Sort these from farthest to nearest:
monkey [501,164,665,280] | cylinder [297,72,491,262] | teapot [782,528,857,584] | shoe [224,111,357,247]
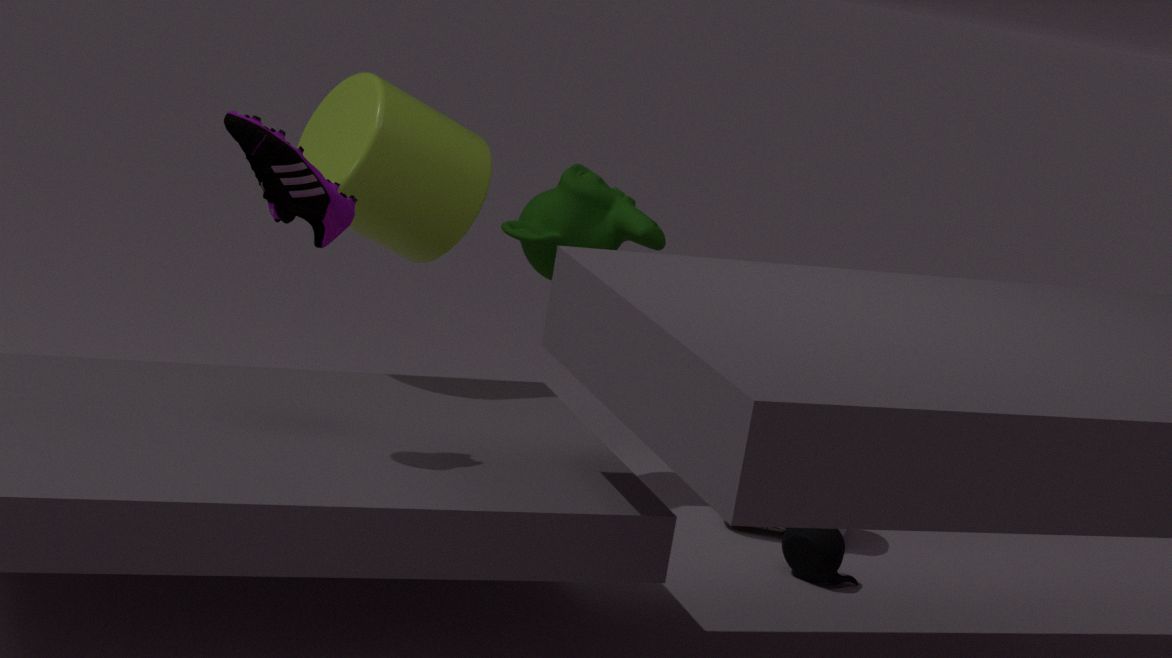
monkey [501,164,665,280] < teapot [782,528,857,584] < cylinder [297,72,491,262] < shoe [224,111,357,247]
